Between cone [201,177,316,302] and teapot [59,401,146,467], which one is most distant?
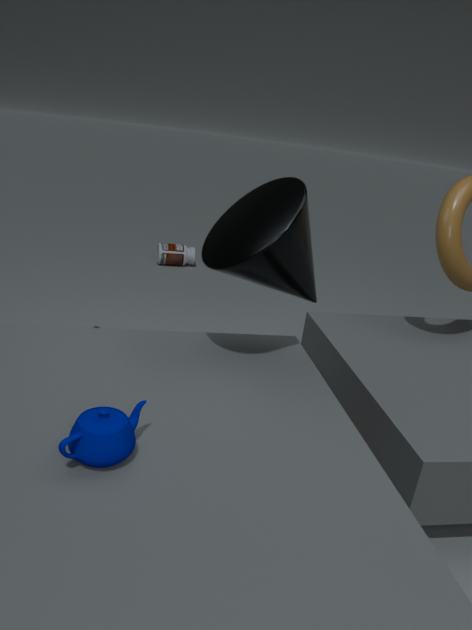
cone [201,177,316,302]
